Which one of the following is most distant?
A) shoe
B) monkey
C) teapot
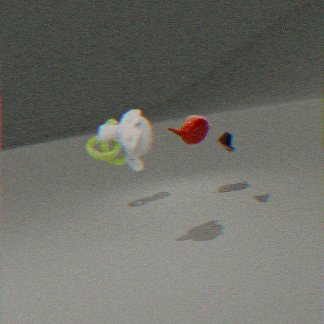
teapot
